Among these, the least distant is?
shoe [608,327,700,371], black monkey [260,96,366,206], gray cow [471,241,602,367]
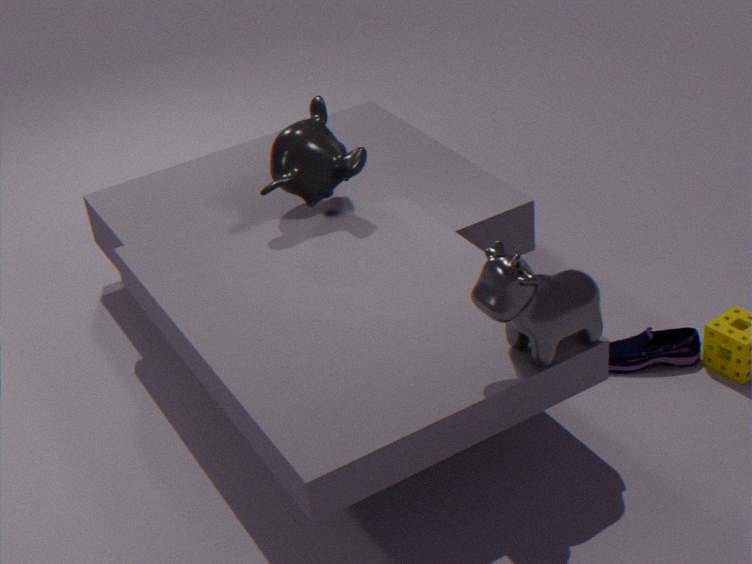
gray cow [471,241,602,367]
